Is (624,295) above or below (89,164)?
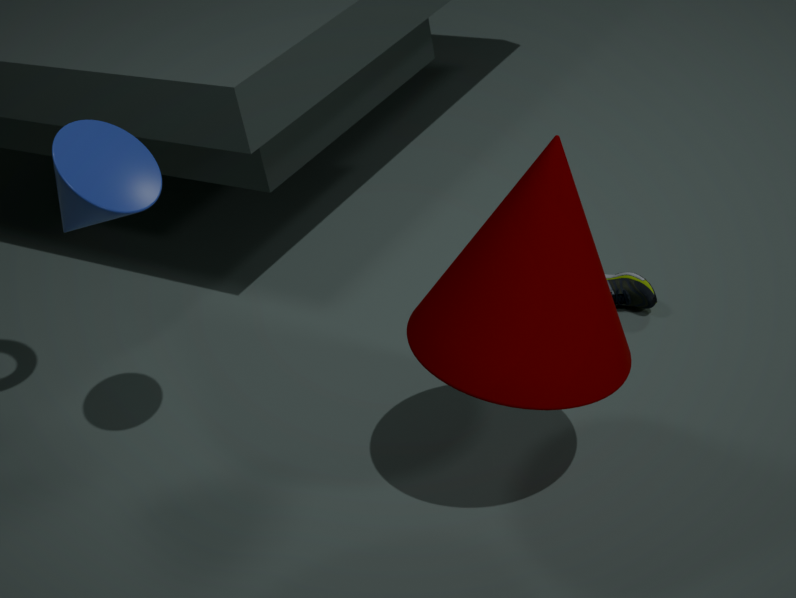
below
